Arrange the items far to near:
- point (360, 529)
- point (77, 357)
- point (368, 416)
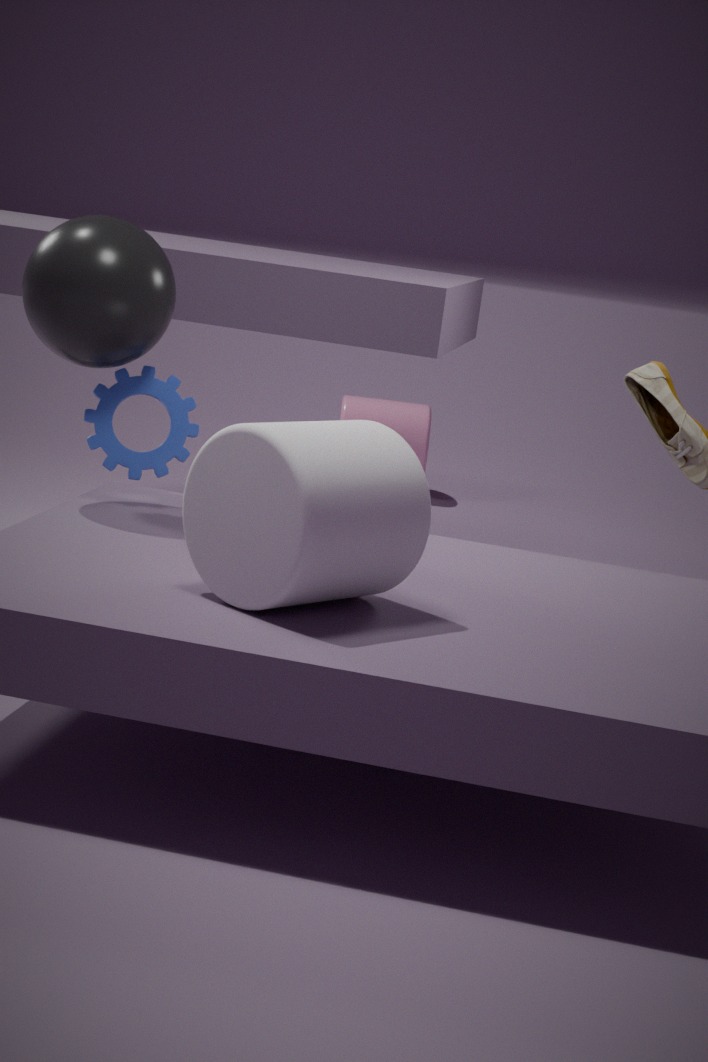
1. point (368, 416)
2. point (77, 357)
3. point (360, 529)
